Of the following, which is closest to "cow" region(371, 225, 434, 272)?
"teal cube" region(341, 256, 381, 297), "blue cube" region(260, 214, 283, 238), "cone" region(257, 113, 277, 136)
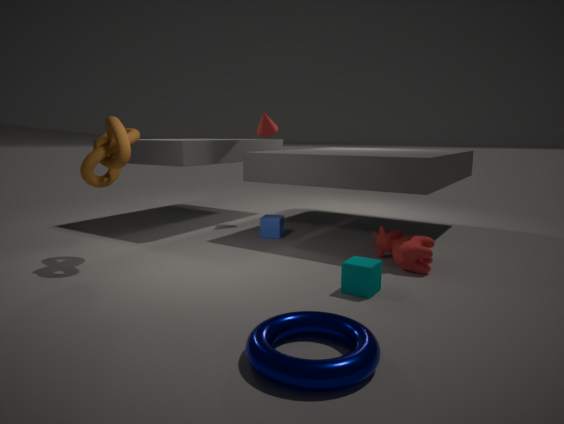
"teal cube" region(341, 256, 381, 297)
